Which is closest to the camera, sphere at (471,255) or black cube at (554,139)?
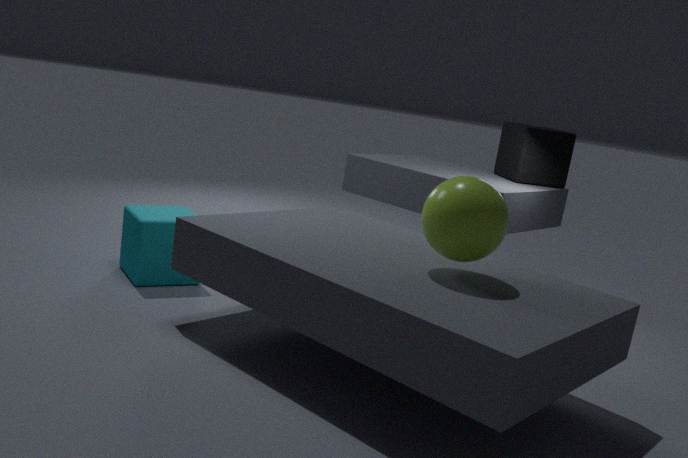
sphere at (471,255)
